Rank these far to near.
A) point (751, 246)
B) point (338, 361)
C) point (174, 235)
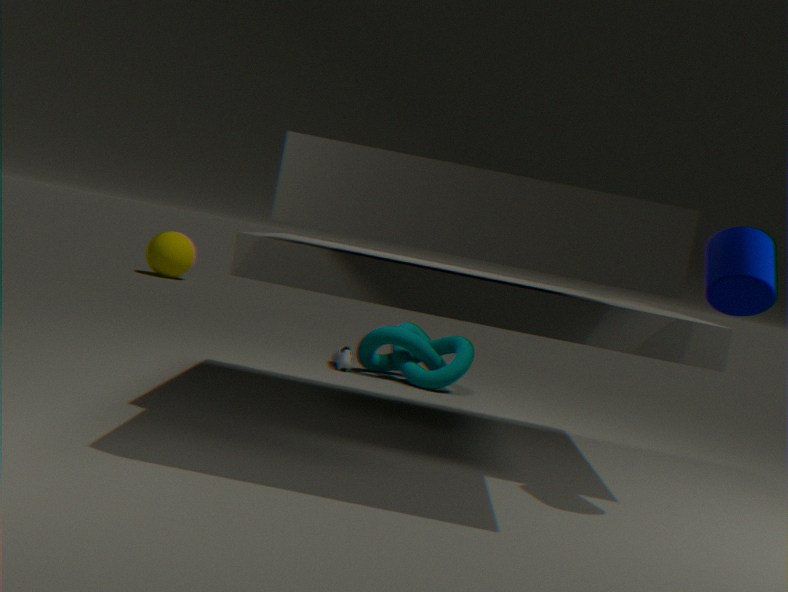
point (174, 235)
point (338, 361)
point (751, 246)
